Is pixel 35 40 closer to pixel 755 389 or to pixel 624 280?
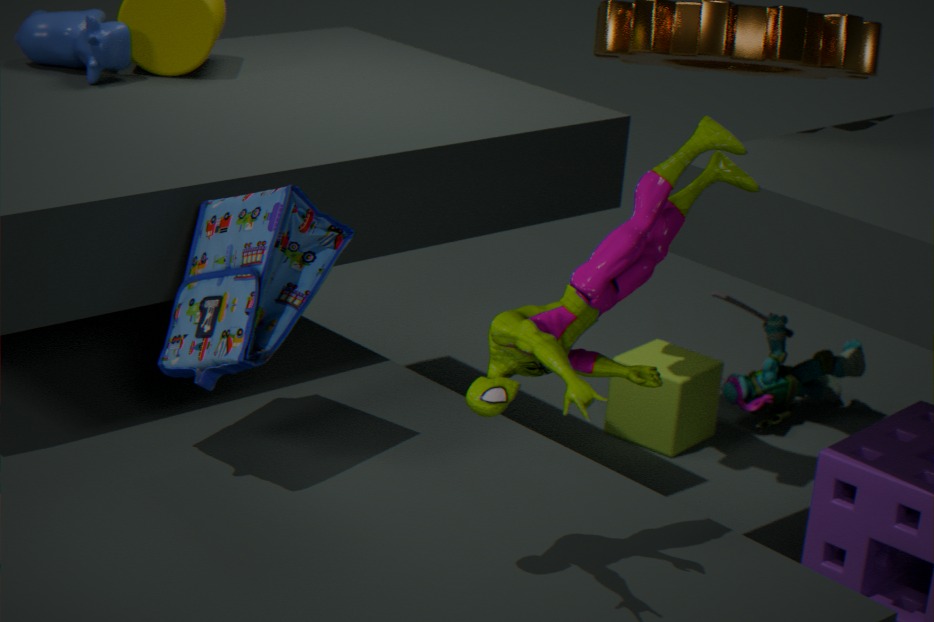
pixel 624 280
